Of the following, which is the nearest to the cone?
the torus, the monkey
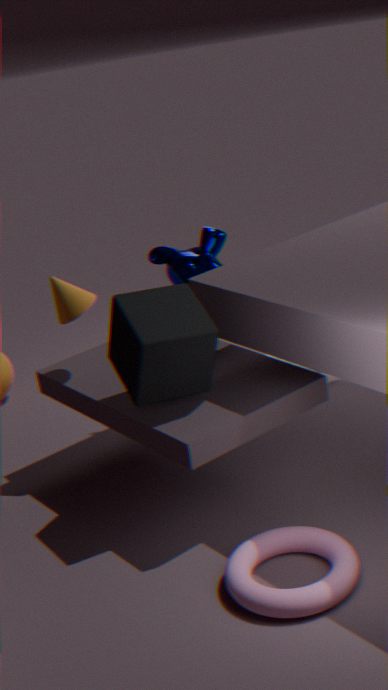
the monkey
